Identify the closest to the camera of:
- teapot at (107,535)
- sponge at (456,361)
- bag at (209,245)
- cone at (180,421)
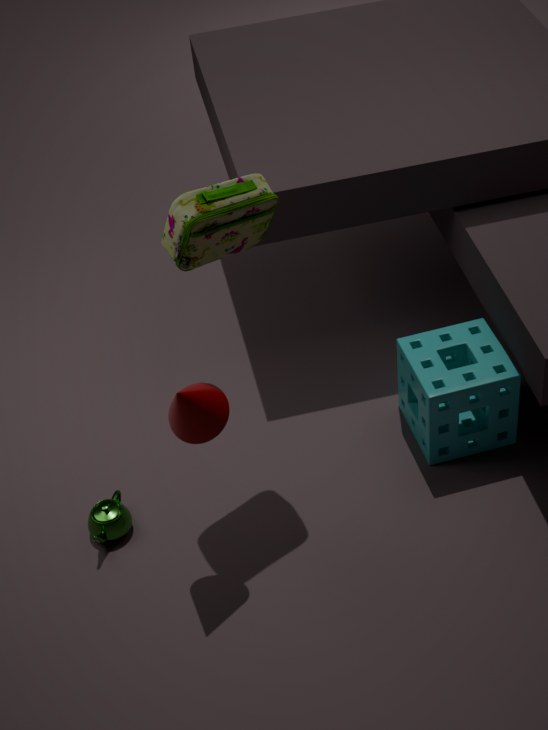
cone at (180,421)
